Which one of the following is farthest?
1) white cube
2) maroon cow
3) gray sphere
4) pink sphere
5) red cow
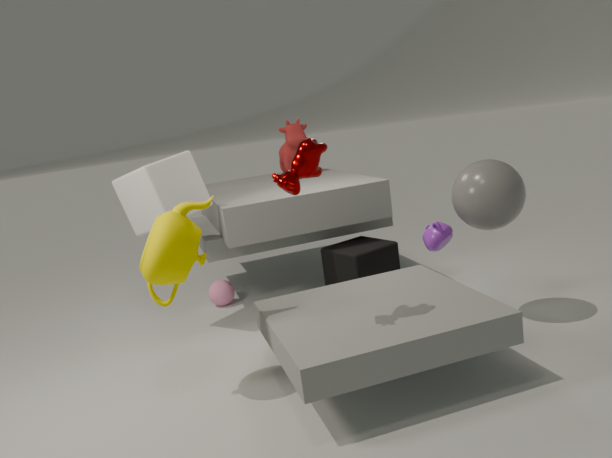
5. red cow
